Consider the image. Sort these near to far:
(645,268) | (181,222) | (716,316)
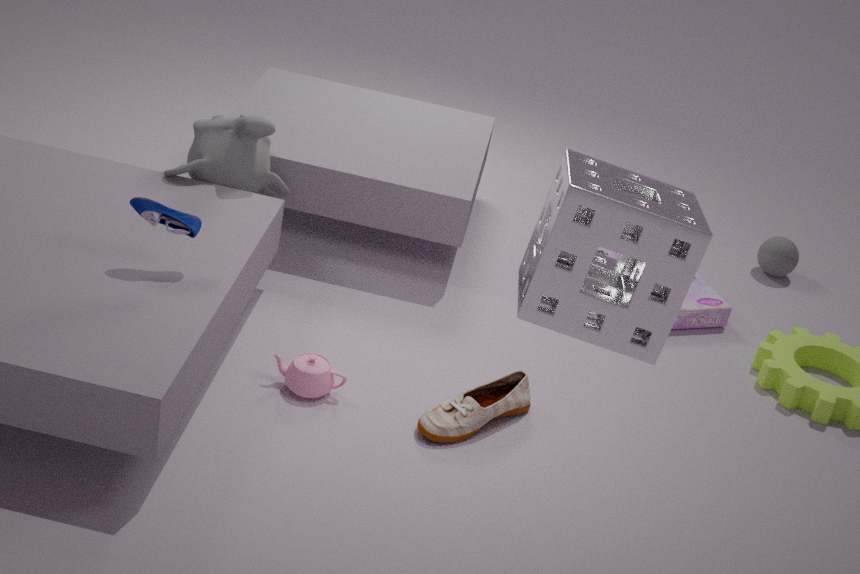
1. (645,268)
2. (181,222)
3. (716,316)
